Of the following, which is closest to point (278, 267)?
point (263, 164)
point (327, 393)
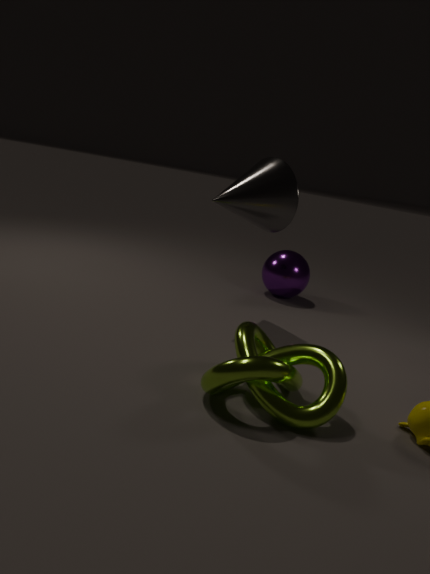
point (263, 164)
